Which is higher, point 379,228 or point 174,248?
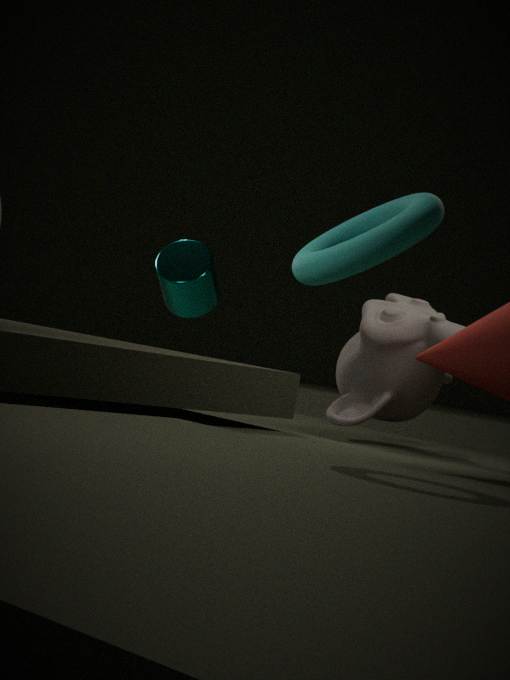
point 379,228
